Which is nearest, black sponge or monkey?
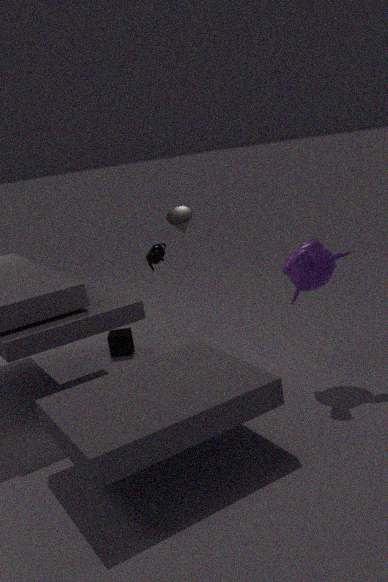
monkey
